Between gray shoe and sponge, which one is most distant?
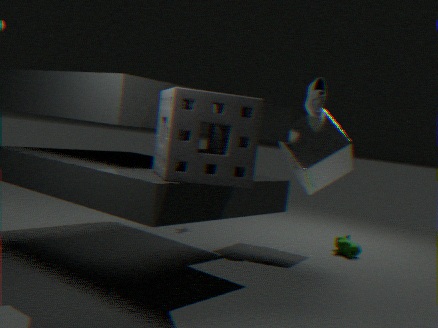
gray shoe
